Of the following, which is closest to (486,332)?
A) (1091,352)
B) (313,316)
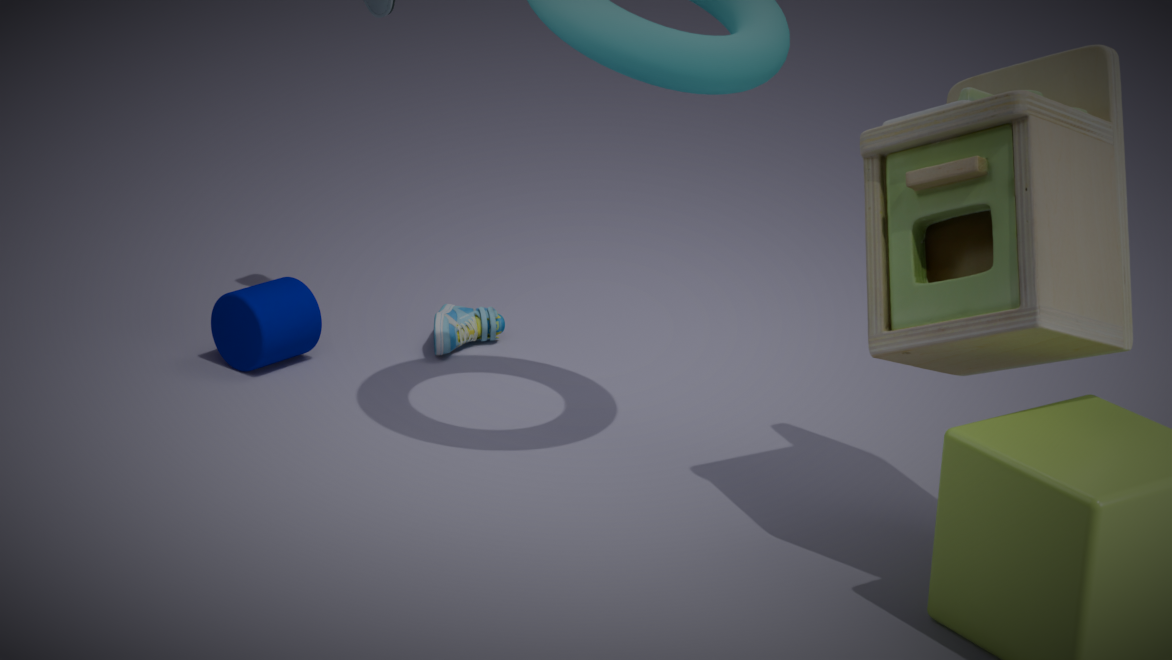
(313,316)
